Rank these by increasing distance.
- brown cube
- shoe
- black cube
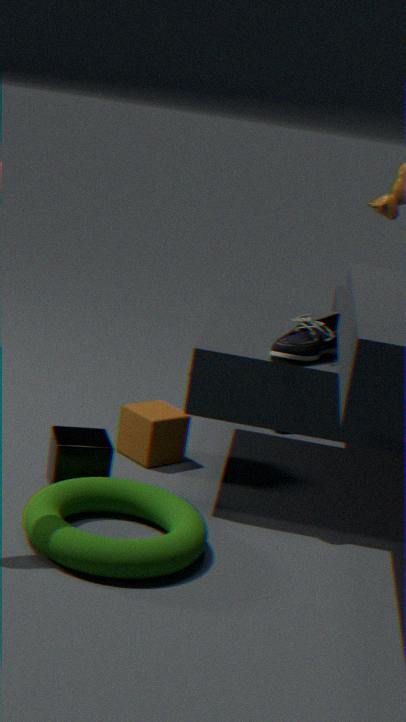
shoe, black cube, brown cube
